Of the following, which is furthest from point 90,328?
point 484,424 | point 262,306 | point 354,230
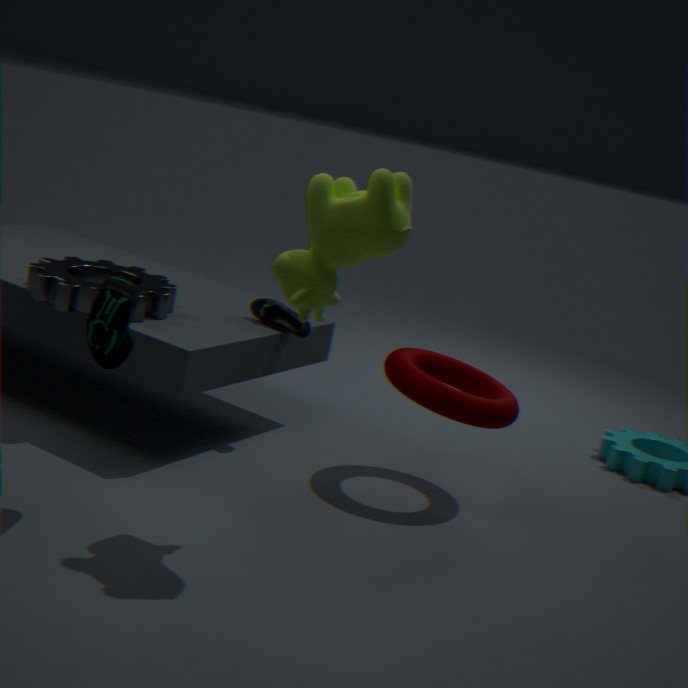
point 484,424
